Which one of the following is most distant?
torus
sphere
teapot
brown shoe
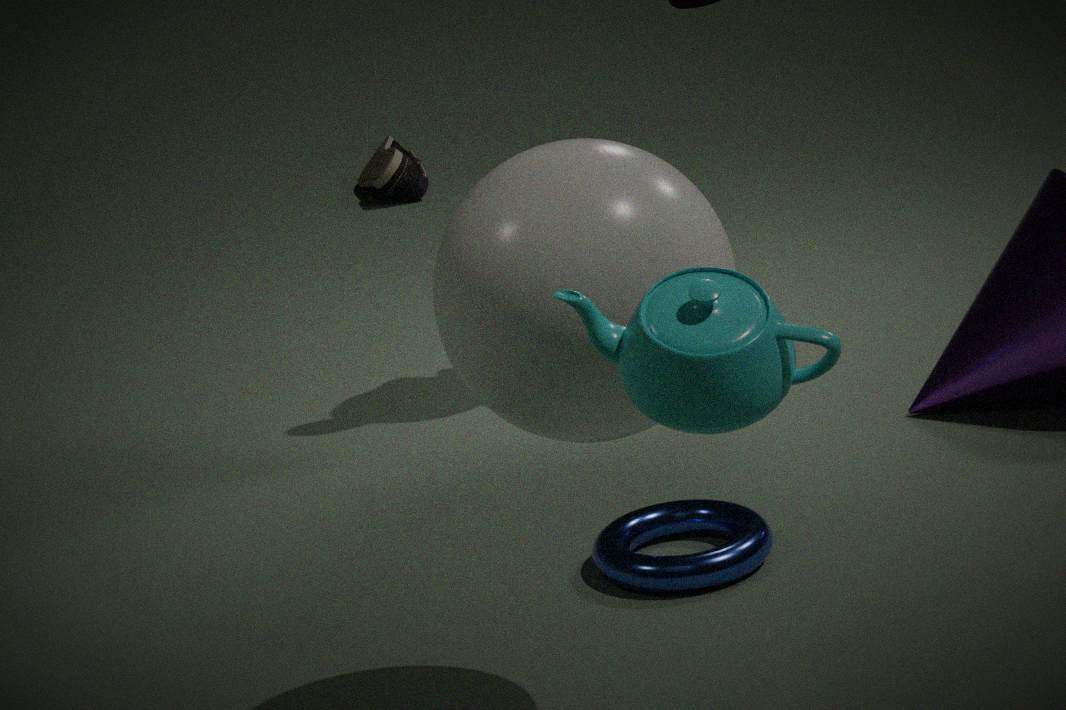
brown shoe
